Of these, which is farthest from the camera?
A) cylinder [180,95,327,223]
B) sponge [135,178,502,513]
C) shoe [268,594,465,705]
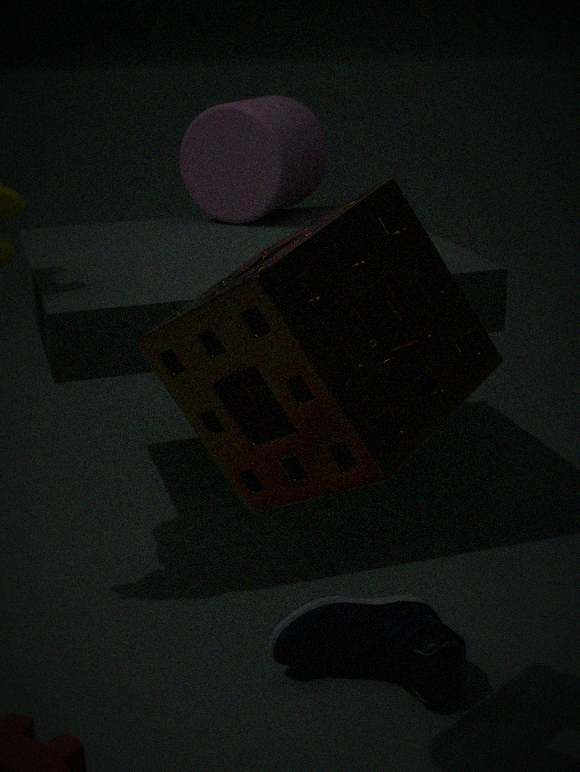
cylinder [180,95,327,223]
